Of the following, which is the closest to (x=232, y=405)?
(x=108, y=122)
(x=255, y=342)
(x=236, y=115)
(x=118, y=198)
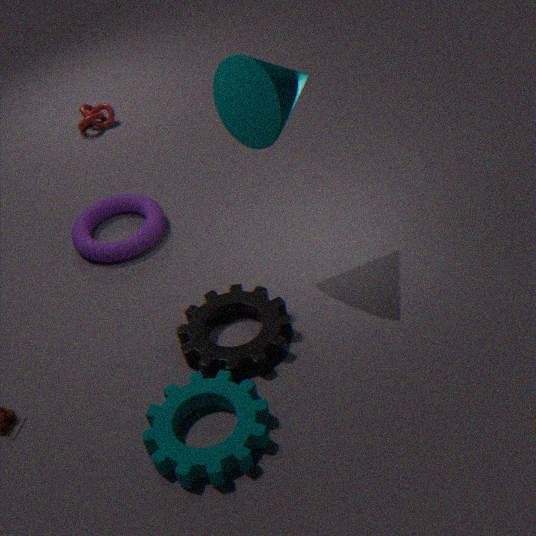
(x=255, y=342)
